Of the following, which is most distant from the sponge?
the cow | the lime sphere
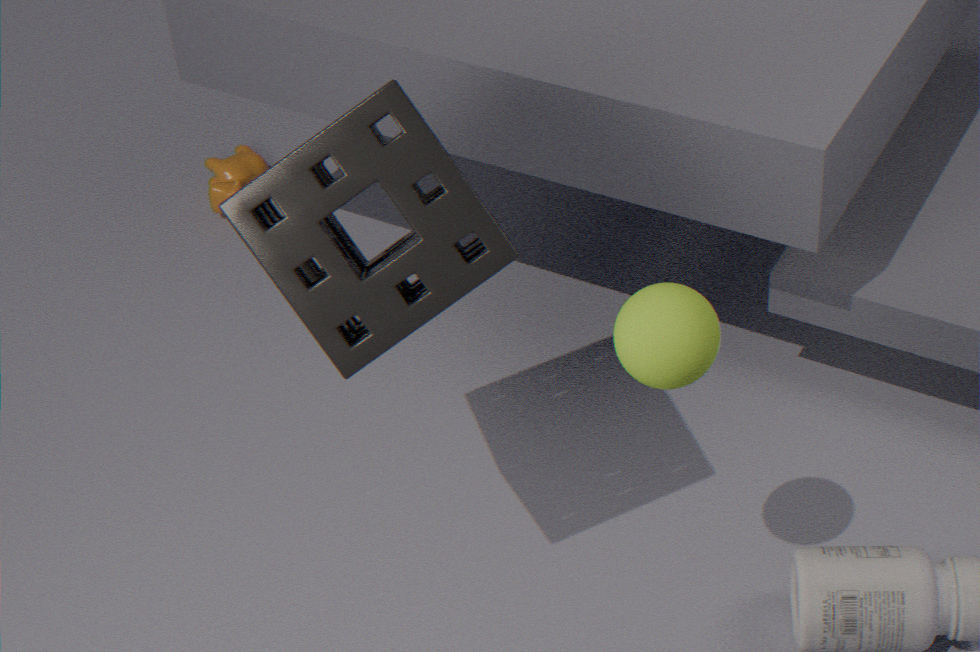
the cow
